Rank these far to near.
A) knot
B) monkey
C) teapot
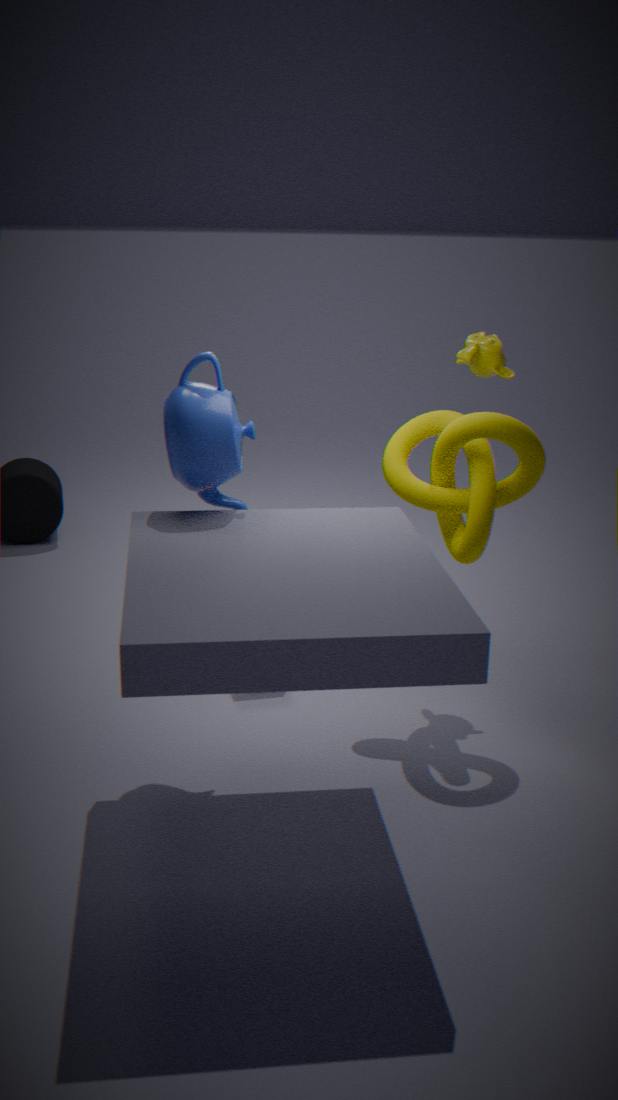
1. monkey
2. knot
3. teapot
